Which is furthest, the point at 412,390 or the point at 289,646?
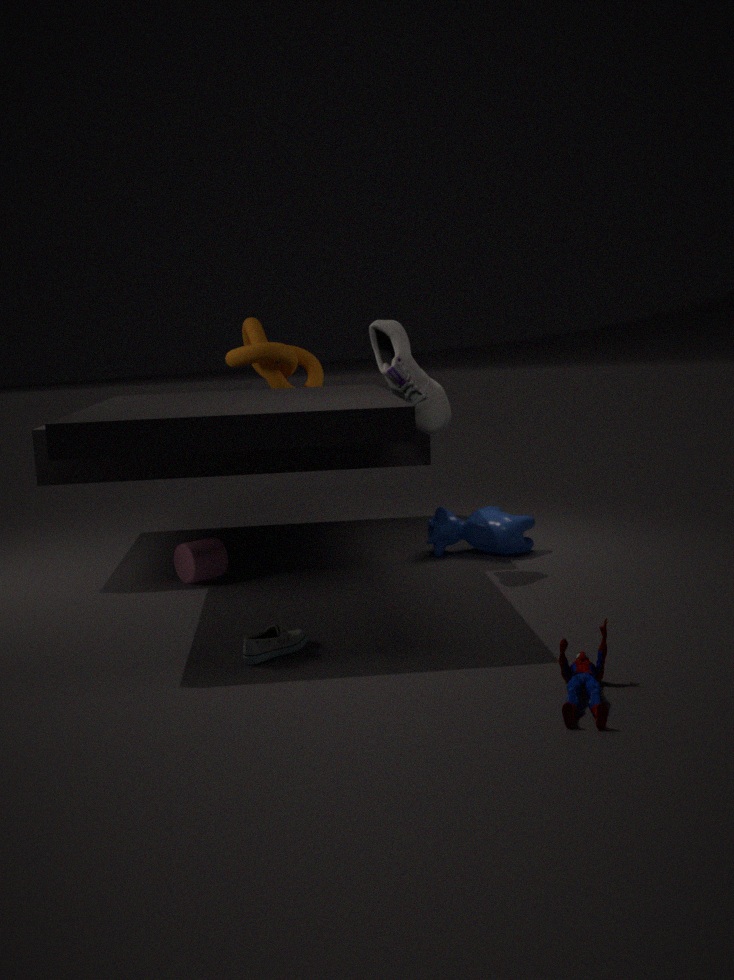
the point at 412,390
